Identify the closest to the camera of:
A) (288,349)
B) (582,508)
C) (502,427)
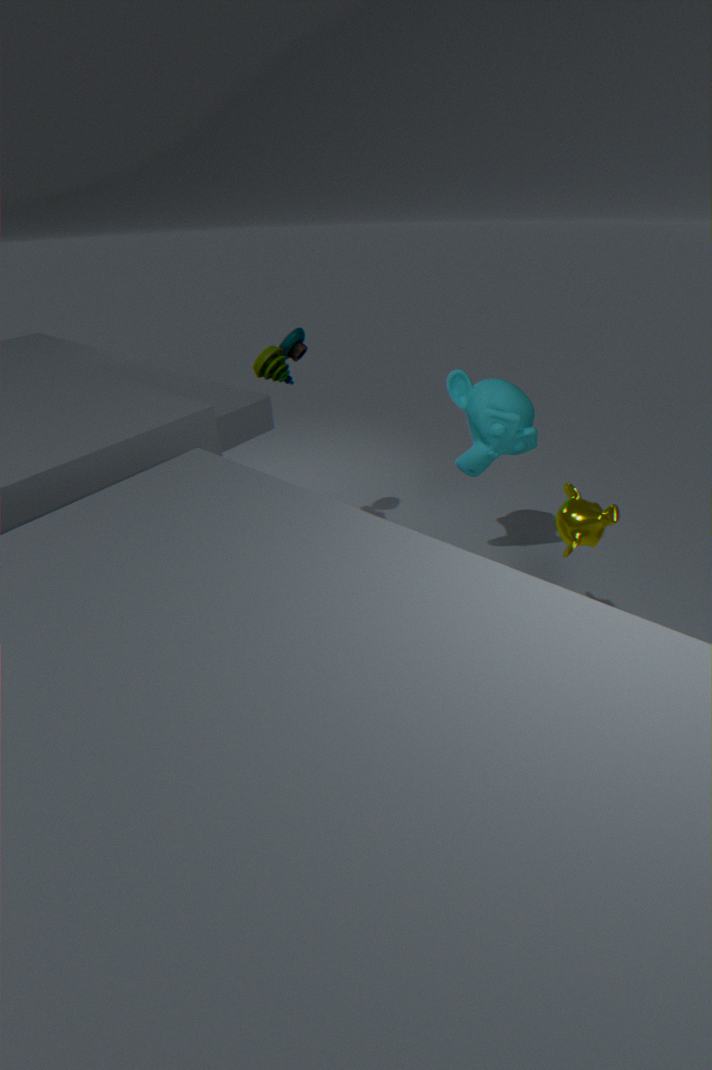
(582,508)
